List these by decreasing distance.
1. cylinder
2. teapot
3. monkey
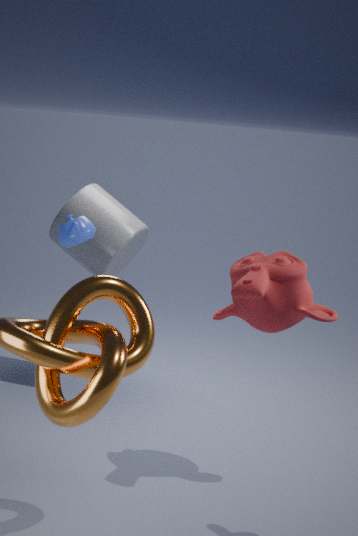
cylinder
teapot
monkey
